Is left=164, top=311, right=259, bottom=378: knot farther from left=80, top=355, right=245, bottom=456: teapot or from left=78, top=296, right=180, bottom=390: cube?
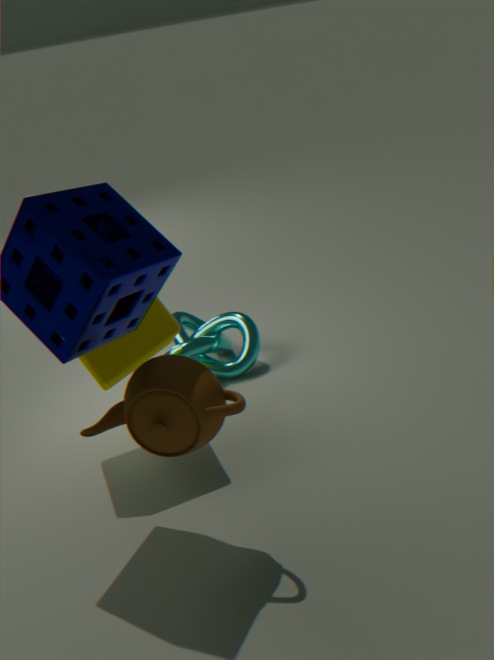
left=80, top=355, right=245, bottom=456: teapot
